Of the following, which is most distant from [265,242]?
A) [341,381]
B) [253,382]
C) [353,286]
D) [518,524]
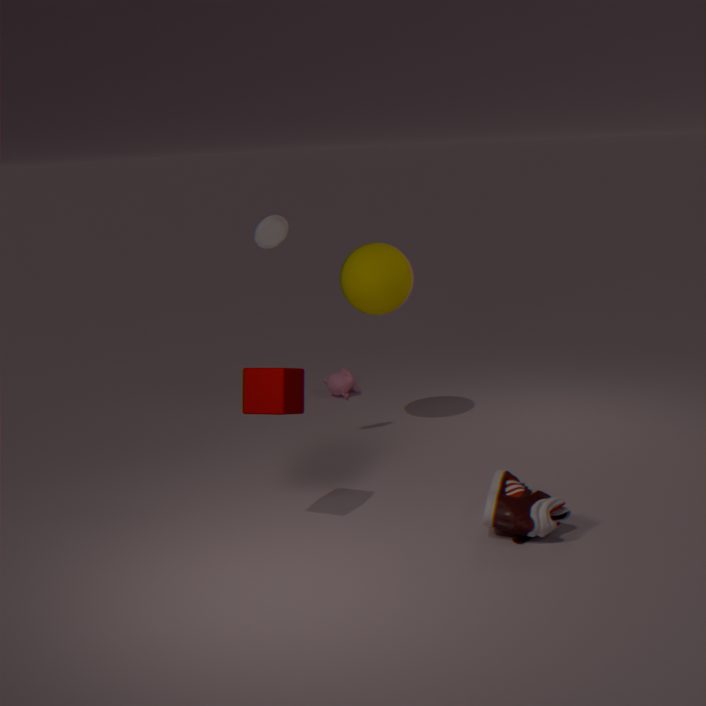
[518,524]
